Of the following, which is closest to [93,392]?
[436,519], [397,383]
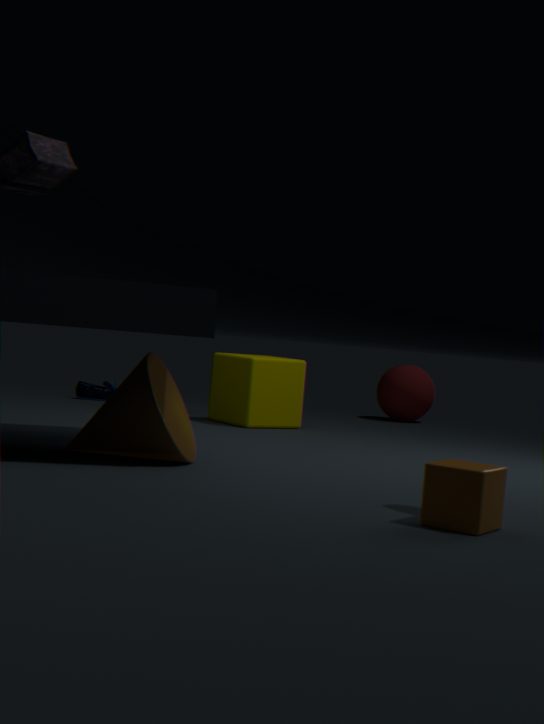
[397,383]
